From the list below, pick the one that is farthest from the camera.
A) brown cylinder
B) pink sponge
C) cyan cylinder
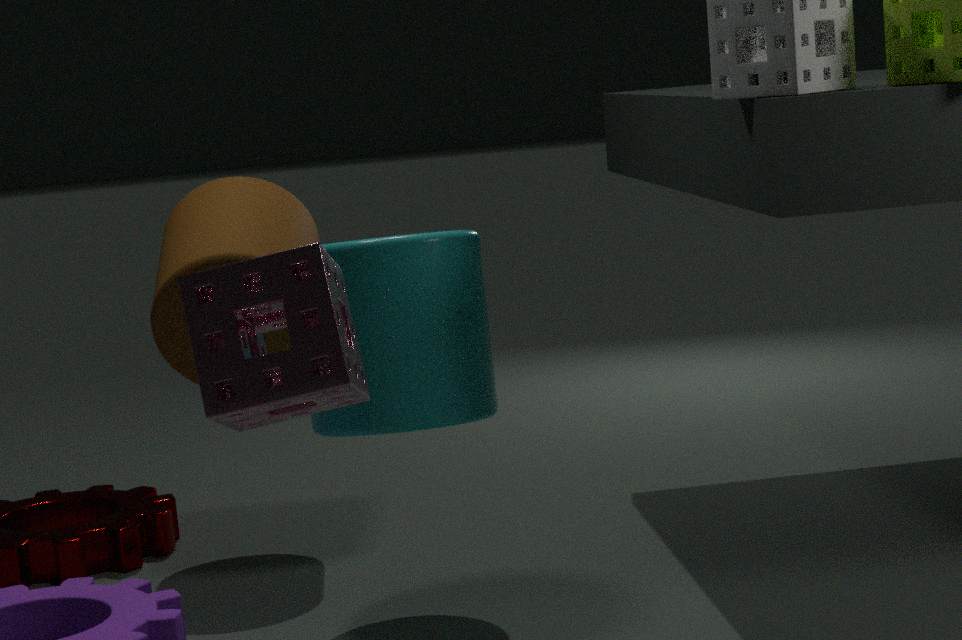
brown cylinder
